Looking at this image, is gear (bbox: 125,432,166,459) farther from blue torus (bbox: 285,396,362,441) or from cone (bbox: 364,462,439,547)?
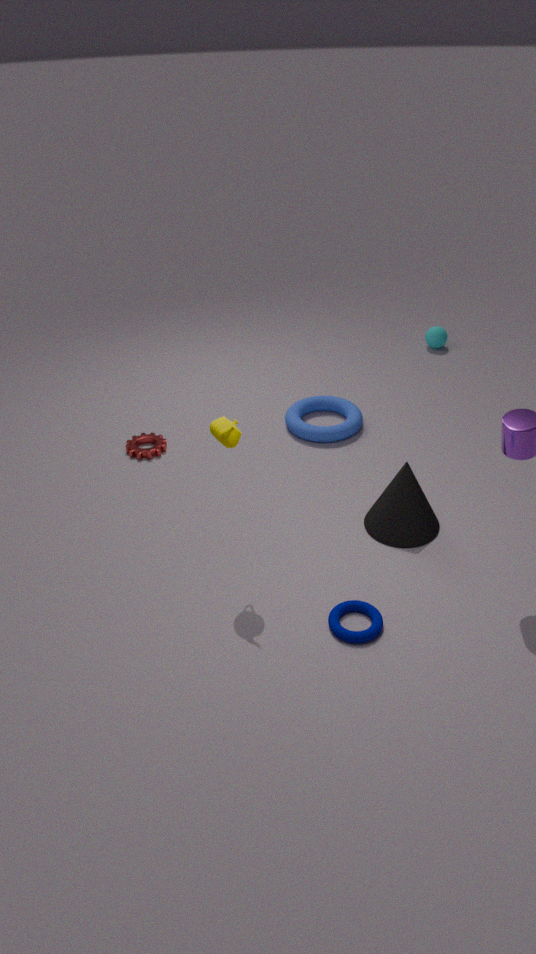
cone (bbox: 364,462,439,547)
